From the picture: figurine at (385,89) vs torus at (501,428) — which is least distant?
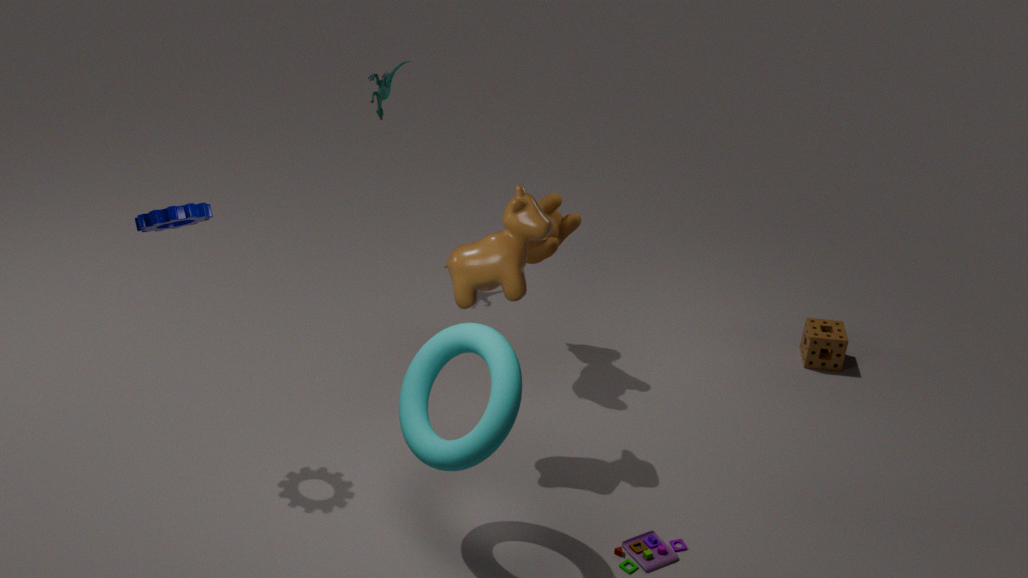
torus at (501,428)
